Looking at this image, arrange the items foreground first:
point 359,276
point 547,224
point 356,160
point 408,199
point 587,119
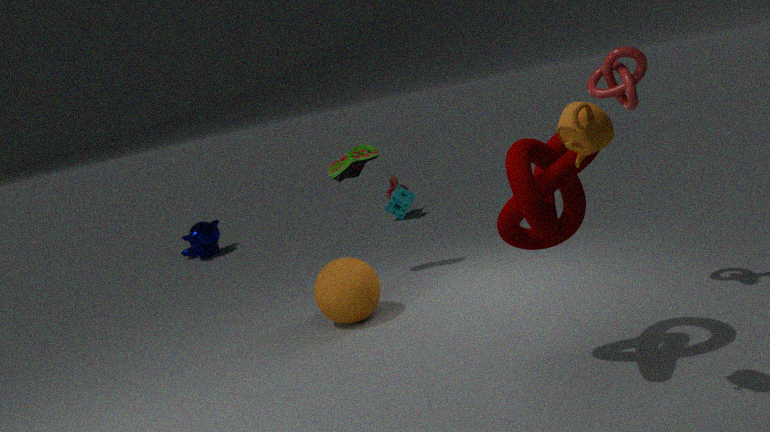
point 587,119
point 547,224
point 359,276
point 356,160
point 408,199
